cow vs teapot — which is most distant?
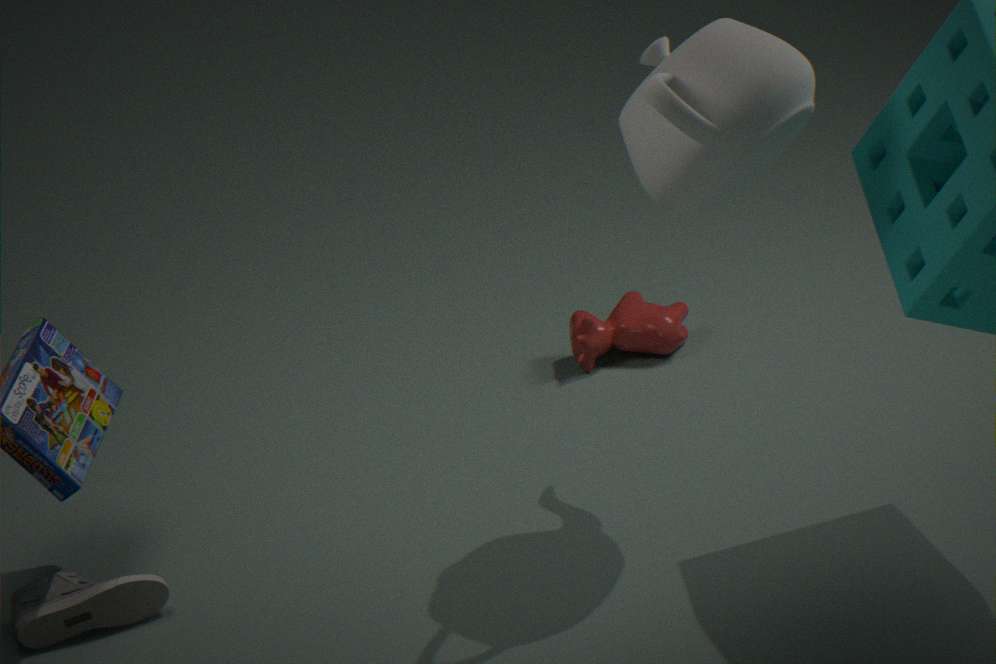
cow
